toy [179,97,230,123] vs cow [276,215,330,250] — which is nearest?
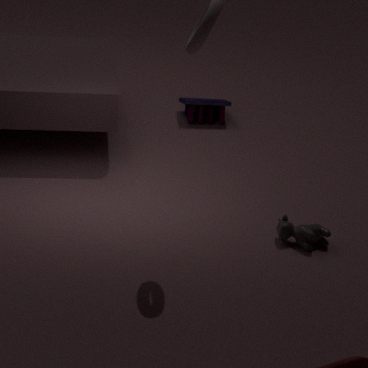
cow [276,215,330,250]
